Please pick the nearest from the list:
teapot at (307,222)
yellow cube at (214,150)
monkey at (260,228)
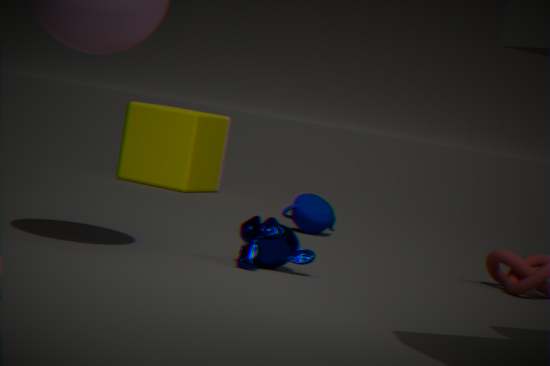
monkey at (260,228)
